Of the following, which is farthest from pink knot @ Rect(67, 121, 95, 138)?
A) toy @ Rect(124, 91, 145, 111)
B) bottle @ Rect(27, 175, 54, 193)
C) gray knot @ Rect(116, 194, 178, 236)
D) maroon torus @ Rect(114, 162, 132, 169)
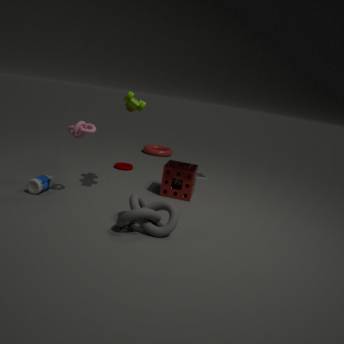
maroon torus @ Rect(114, 162, 132, 169)
